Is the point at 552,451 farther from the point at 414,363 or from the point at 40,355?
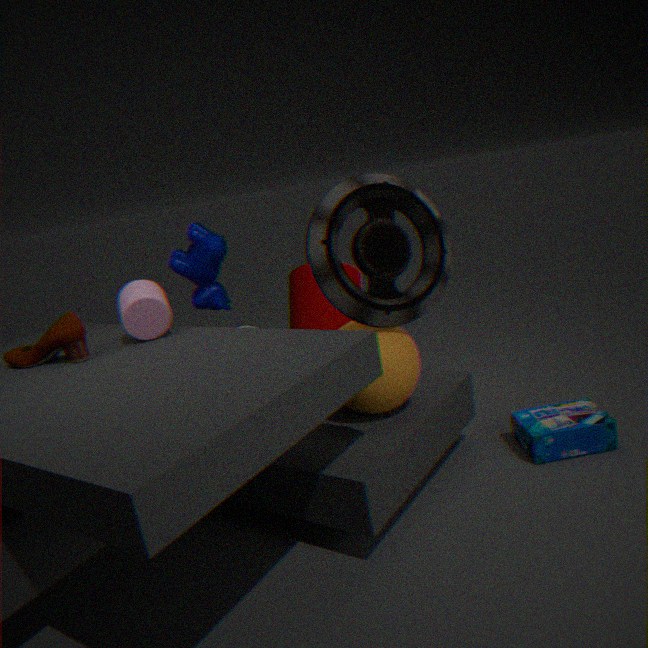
the point at 40,355
